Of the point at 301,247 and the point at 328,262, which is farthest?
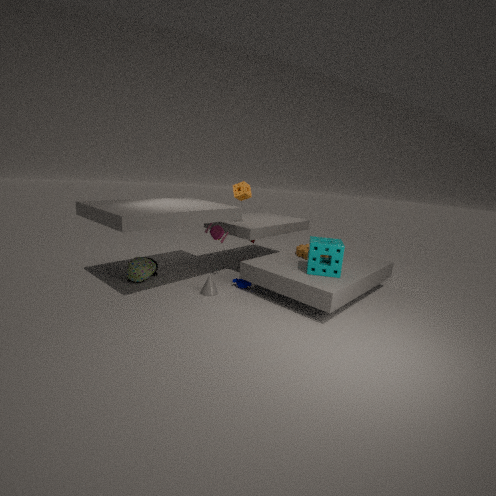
the point at 301,247
